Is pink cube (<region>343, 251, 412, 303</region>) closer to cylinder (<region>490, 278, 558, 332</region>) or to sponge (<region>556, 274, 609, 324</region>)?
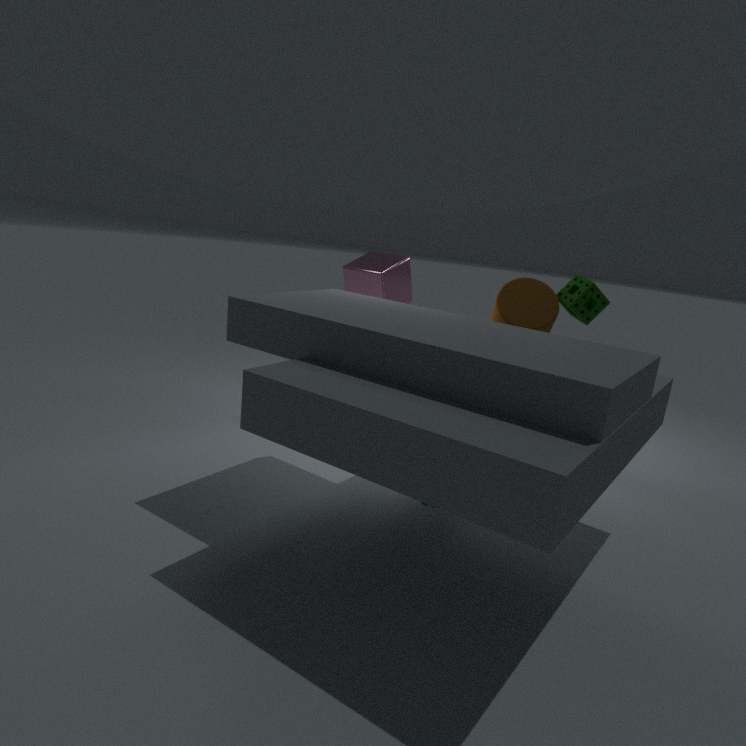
cylinder (<region>490, 278, 558, 332</region>)
